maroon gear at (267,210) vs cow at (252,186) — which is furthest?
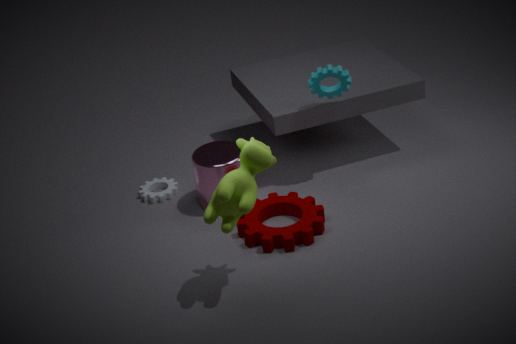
maroon gear at (267,210)
